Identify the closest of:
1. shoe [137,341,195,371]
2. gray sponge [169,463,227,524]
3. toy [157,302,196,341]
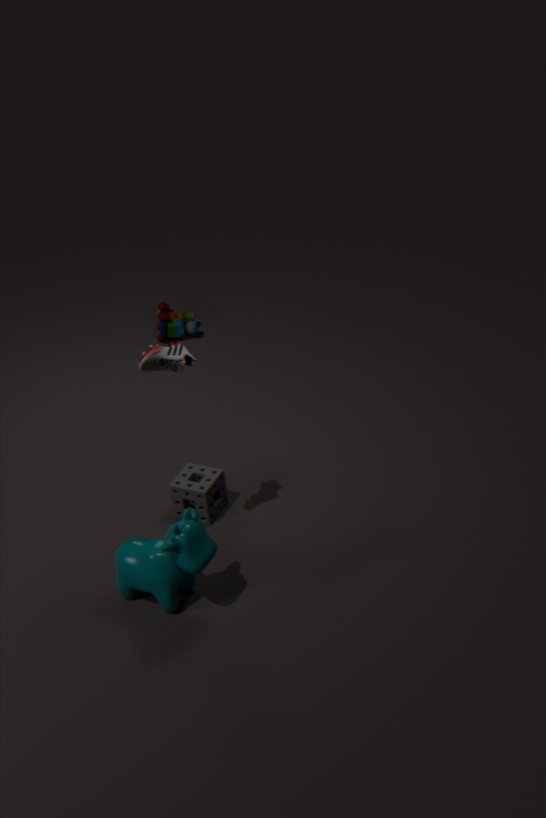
shoe [137,341,195,371]
